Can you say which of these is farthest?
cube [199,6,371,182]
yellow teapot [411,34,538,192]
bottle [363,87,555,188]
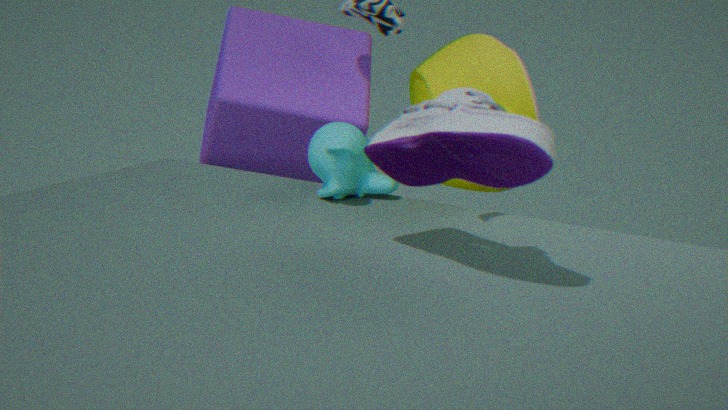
cube [199,6,371,182]
